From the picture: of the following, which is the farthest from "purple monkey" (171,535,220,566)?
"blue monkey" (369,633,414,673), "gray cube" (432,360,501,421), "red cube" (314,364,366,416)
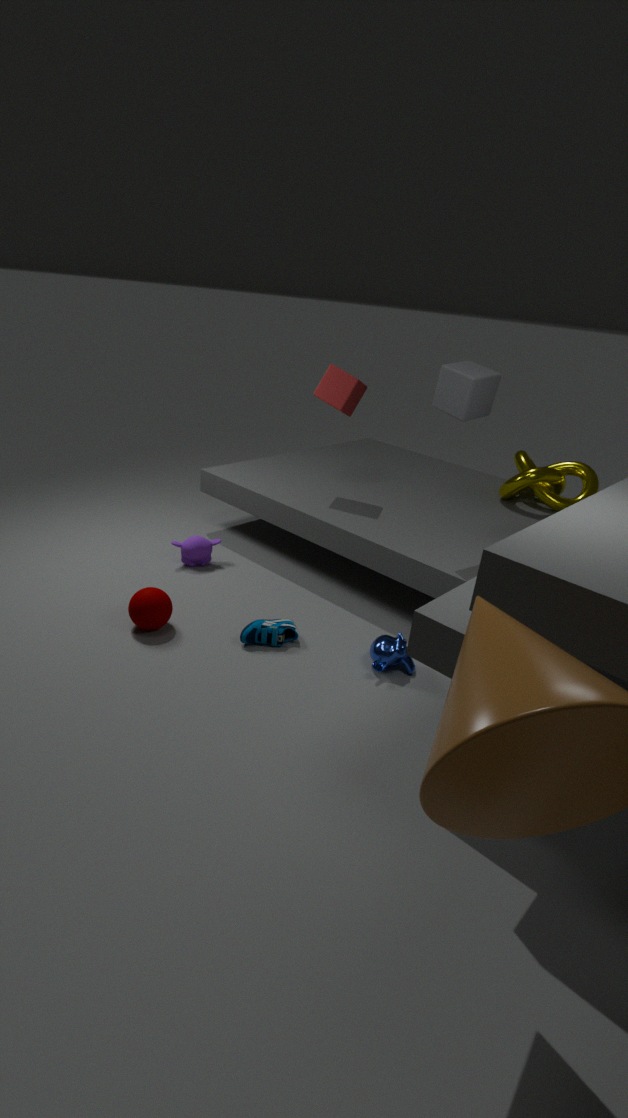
"gray cube" (432,360,501,421)
